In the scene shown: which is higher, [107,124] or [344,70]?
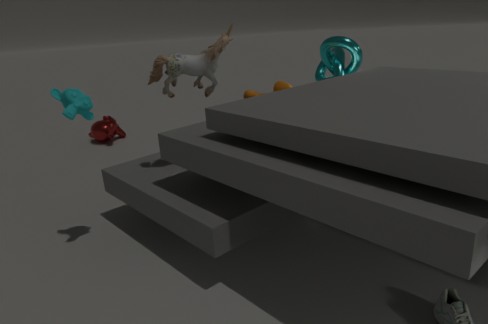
[344,70]
